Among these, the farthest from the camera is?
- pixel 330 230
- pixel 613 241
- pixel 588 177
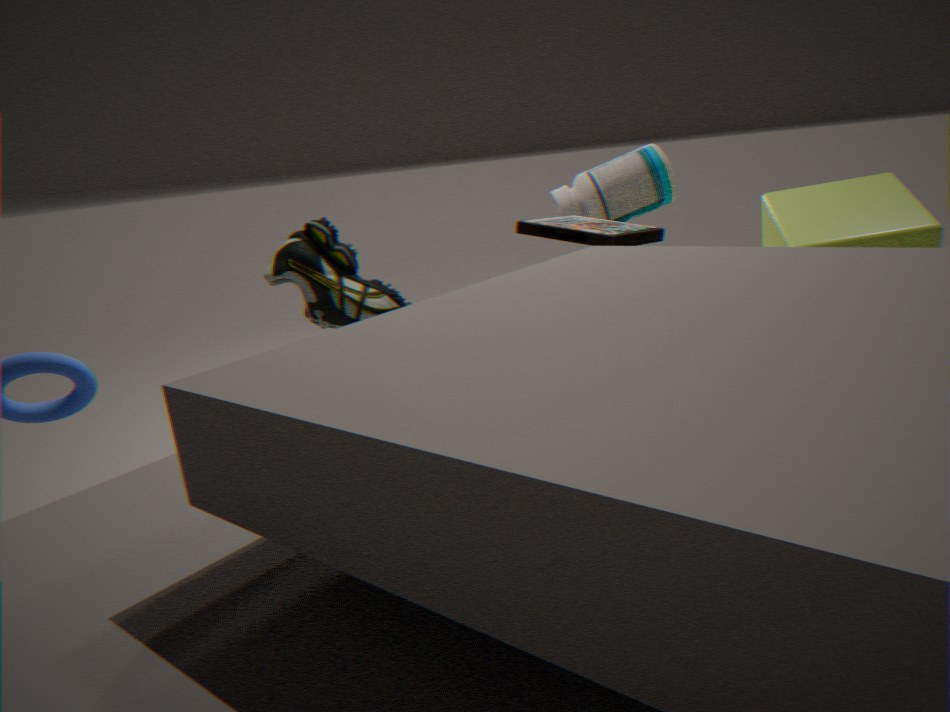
pixel 588 177
